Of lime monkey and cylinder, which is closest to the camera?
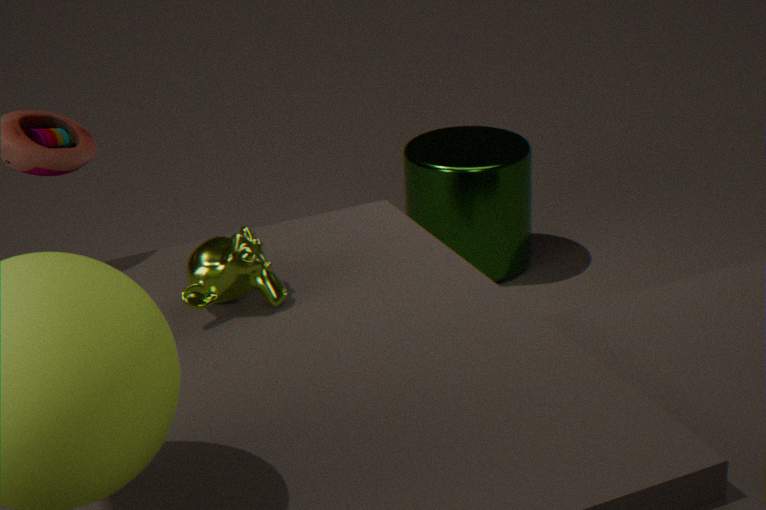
lime monkey
